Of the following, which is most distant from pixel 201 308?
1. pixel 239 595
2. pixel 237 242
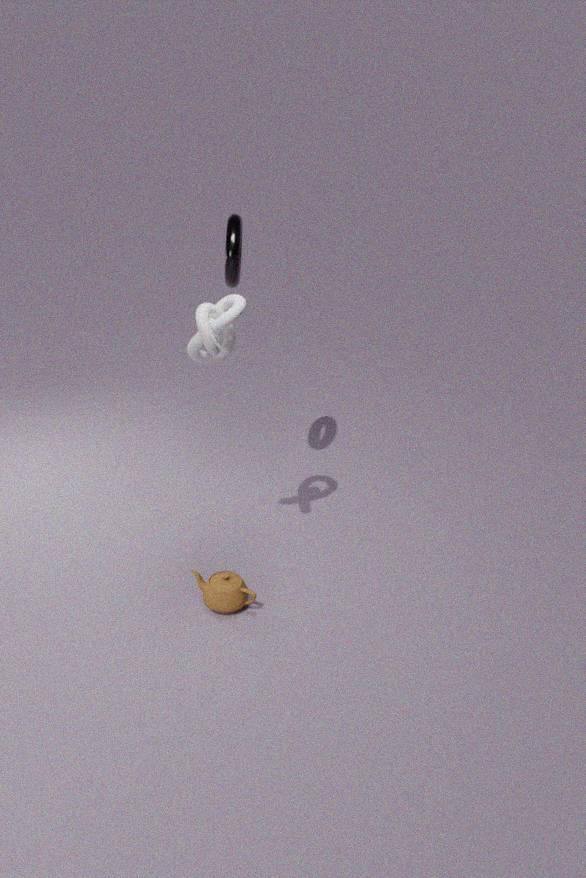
pixel 239 595
